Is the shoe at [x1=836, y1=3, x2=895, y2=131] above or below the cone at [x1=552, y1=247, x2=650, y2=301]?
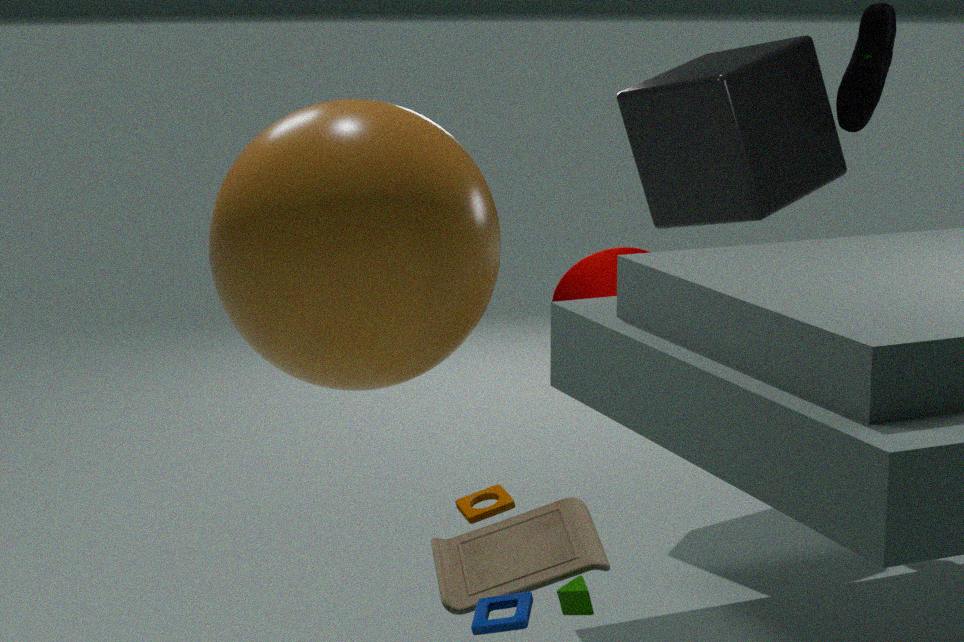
above
